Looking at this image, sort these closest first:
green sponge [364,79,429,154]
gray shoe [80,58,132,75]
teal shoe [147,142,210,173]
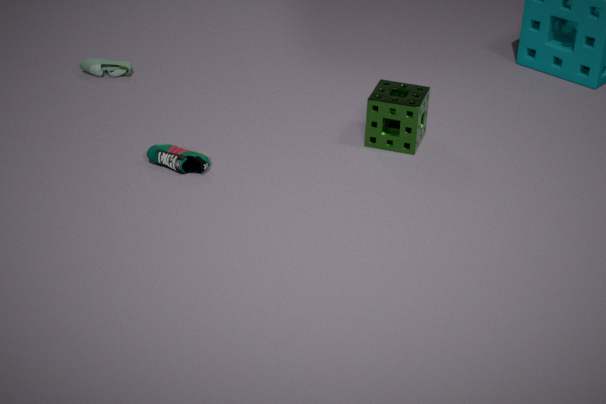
teal shoe [147,142,210,173]
green sponge [364,79,429,154]
gray shoe [80,58,132,75]
